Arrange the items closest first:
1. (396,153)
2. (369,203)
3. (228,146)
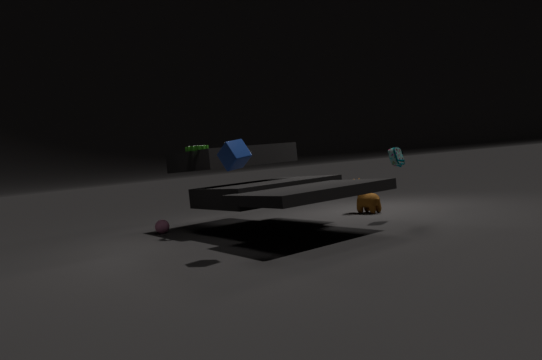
(228,146), (396,153), (369,203)
